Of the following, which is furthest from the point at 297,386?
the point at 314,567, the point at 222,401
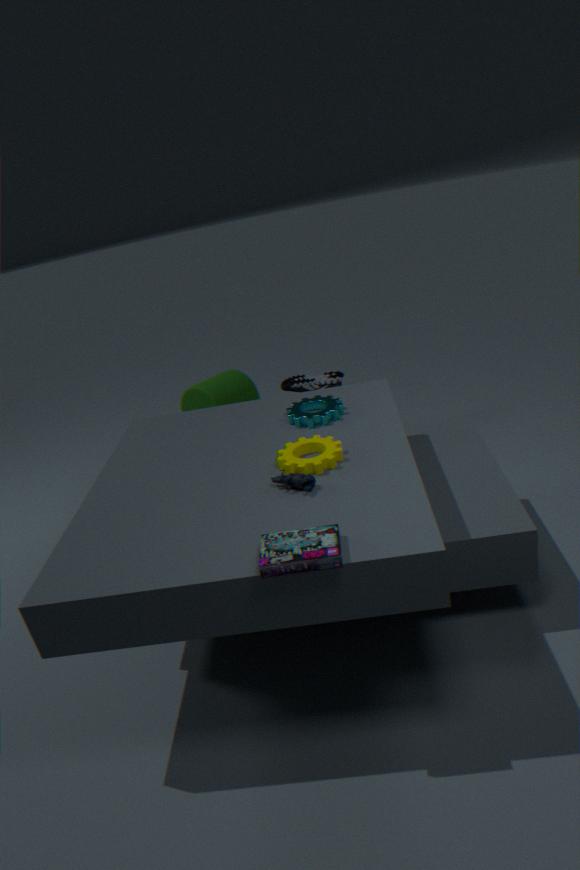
the point at 314,567
